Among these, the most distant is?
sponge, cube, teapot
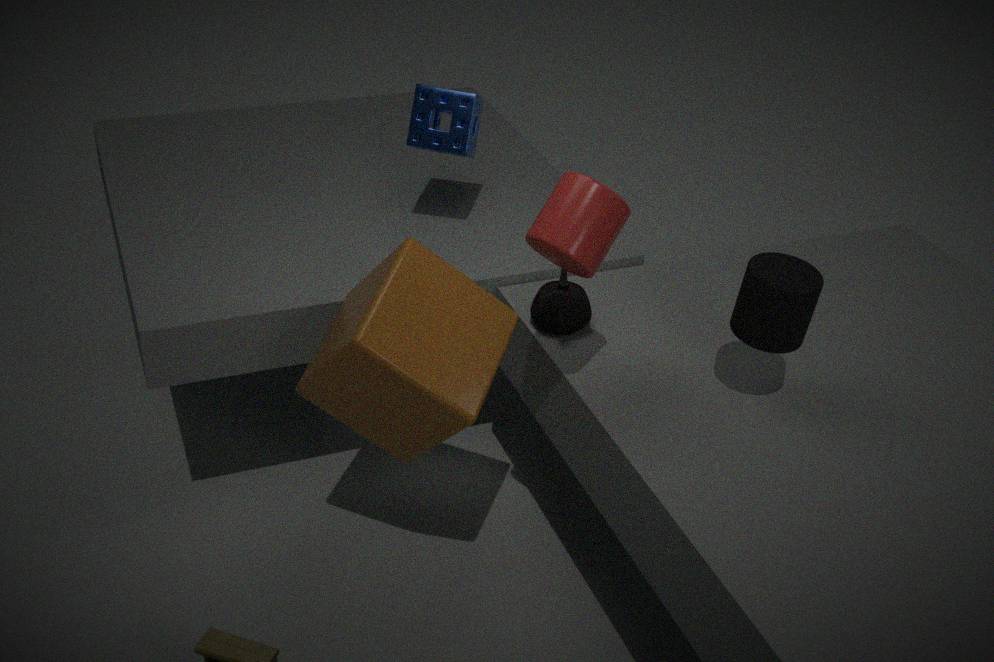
sponge
